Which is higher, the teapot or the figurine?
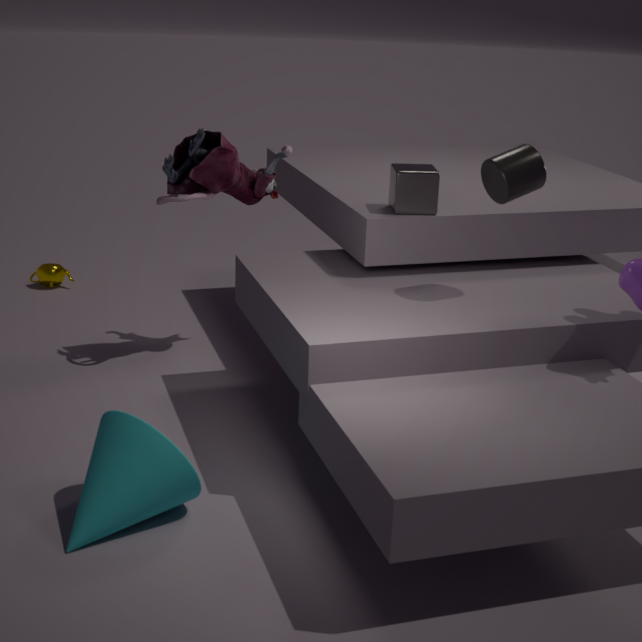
the figurine
